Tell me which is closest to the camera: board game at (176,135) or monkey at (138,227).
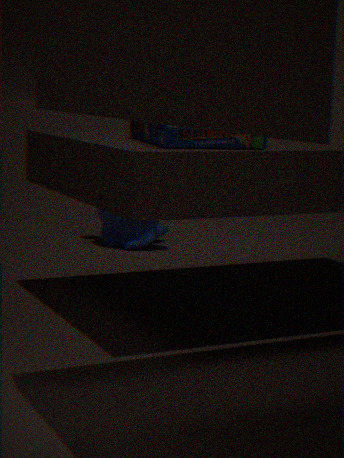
board game at (176,135)
